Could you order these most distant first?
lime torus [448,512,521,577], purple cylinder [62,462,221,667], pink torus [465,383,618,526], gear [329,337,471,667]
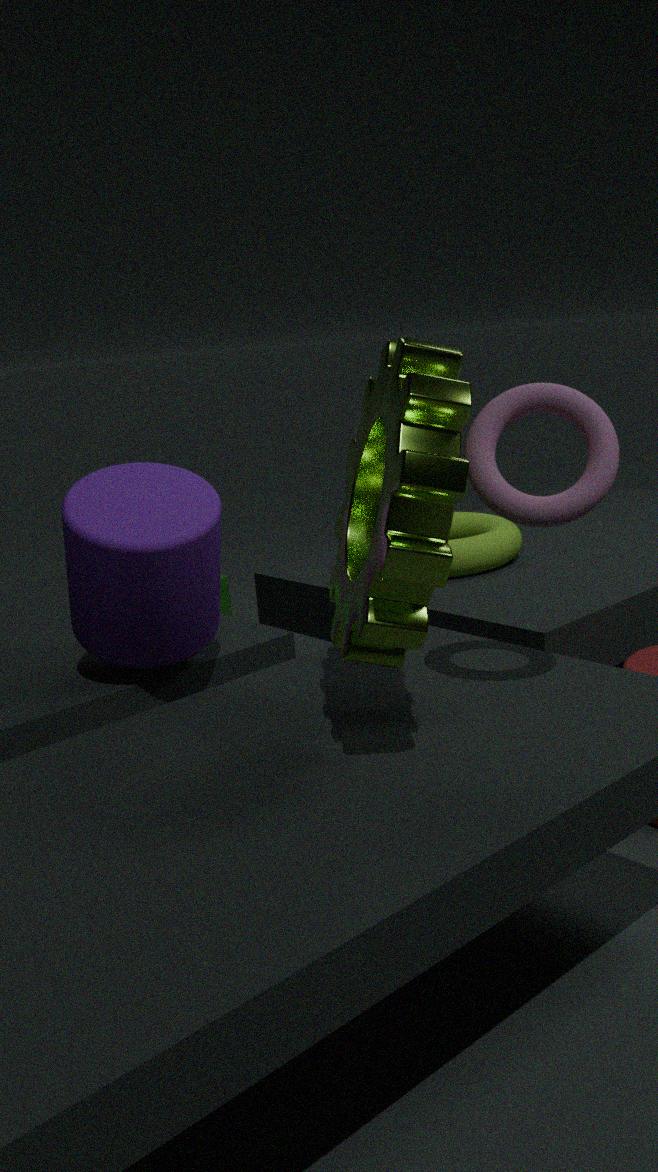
1. lime torus [448,512,521,577]
2. purple cylinder [62,462,221,667]
3. pink torus [465,383,618,526]
4. gear [329,337,471,667]
